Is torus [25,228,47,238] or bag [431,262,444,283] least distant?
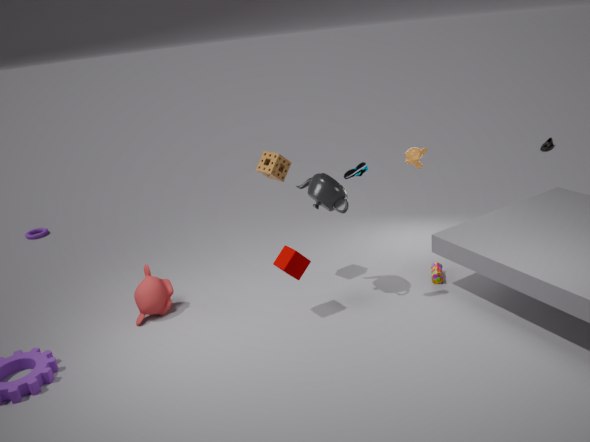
bag [431,262,444,283]
